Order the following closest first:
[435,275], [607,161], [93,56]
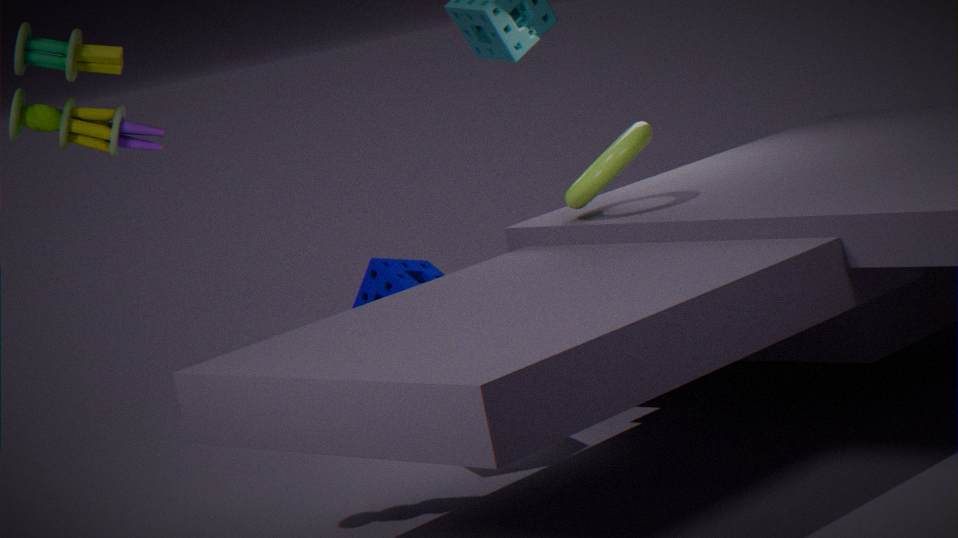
[93,56]
[607,161]
[435,275]
